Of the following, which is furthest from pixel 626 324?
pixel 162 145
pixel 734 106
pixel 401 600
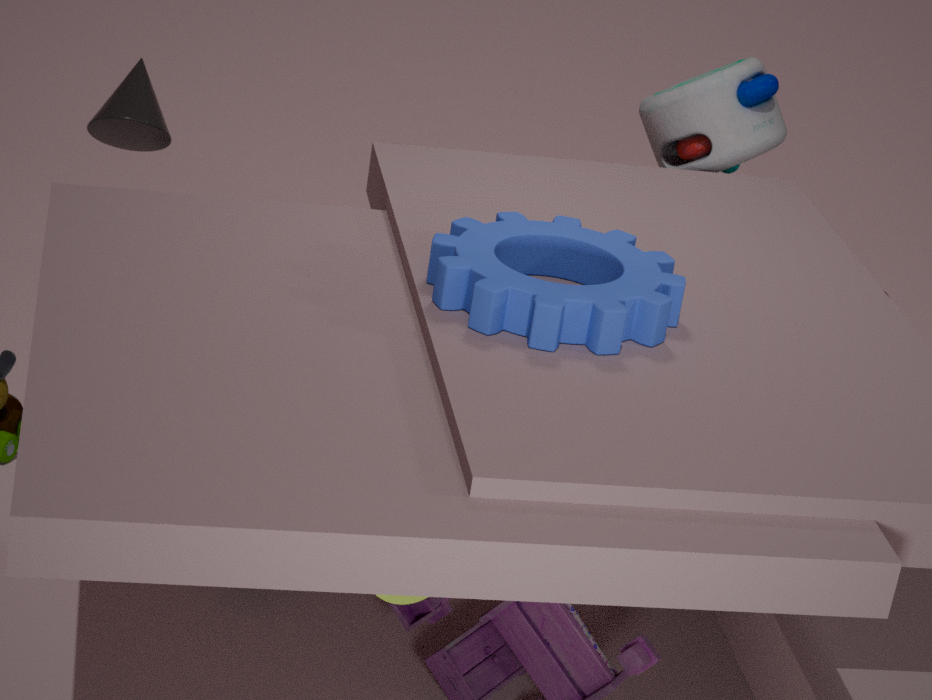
pixel 162 145
